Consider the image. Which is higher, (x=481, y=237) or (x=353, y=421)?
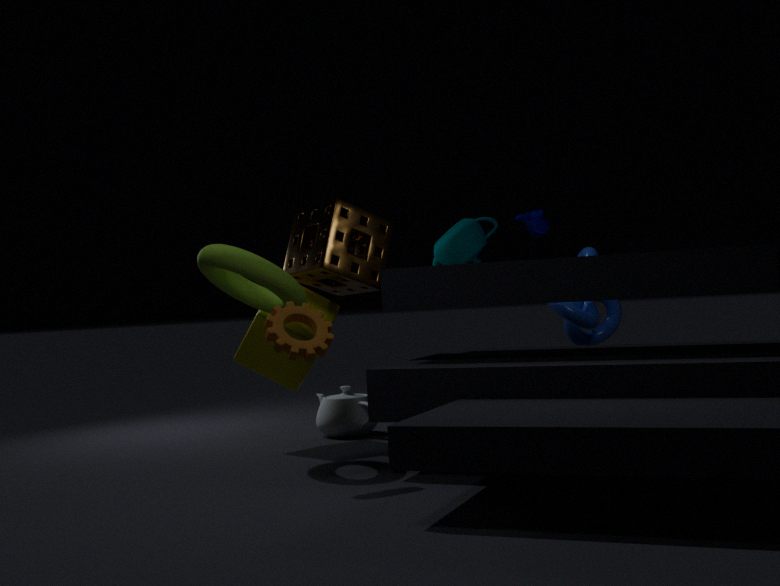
(x=481, y=237)
